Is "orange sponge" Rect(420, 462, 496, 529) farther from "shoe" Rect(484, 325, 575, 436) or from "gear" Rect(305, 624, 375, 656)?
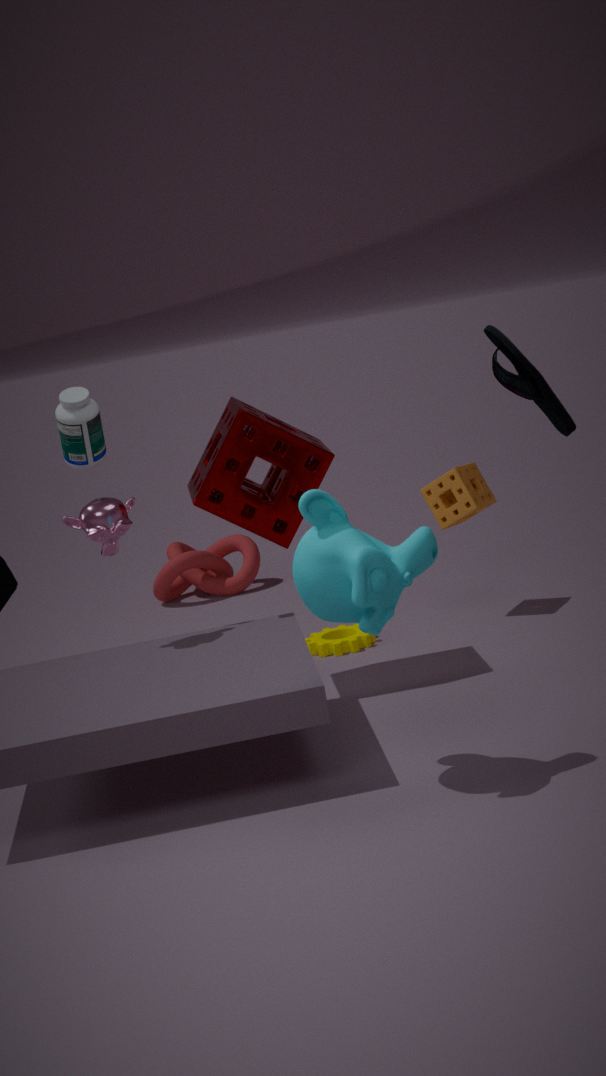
"shoe" Rect(484, 325, 575, 436)
